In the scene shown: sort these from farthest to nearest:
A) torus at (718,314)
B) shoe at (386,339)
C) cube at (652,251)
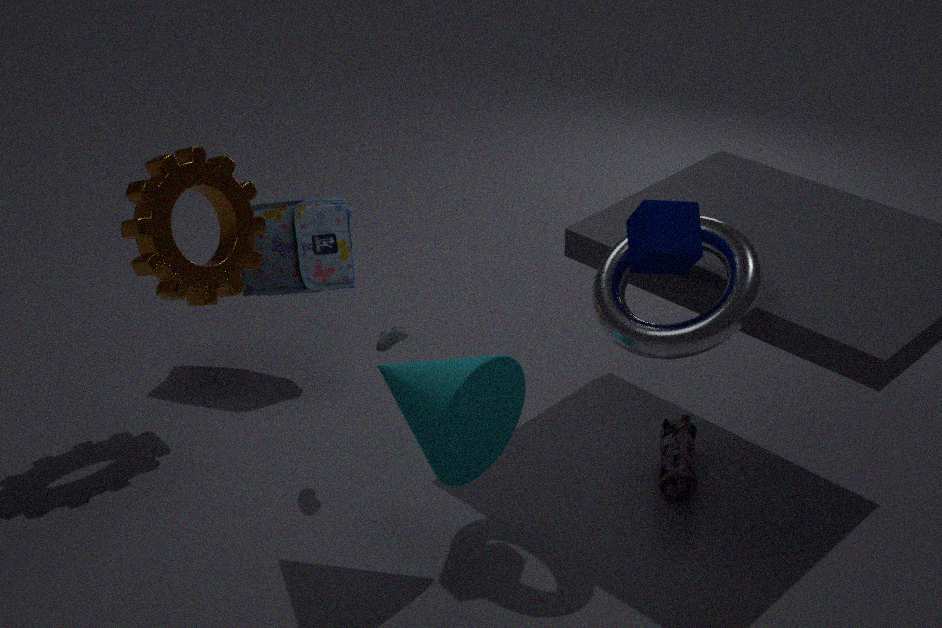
shoe at (386,339) → cube at (652,251) → torus at (718,314)
